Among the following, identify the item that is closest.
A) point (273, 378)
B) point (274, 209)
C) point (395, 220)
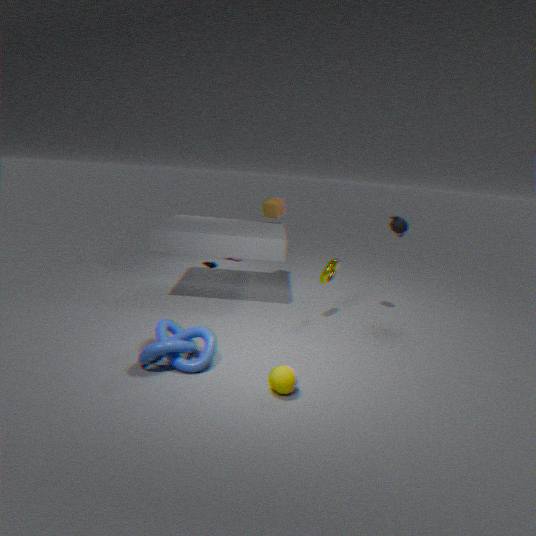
point (273, 378)
